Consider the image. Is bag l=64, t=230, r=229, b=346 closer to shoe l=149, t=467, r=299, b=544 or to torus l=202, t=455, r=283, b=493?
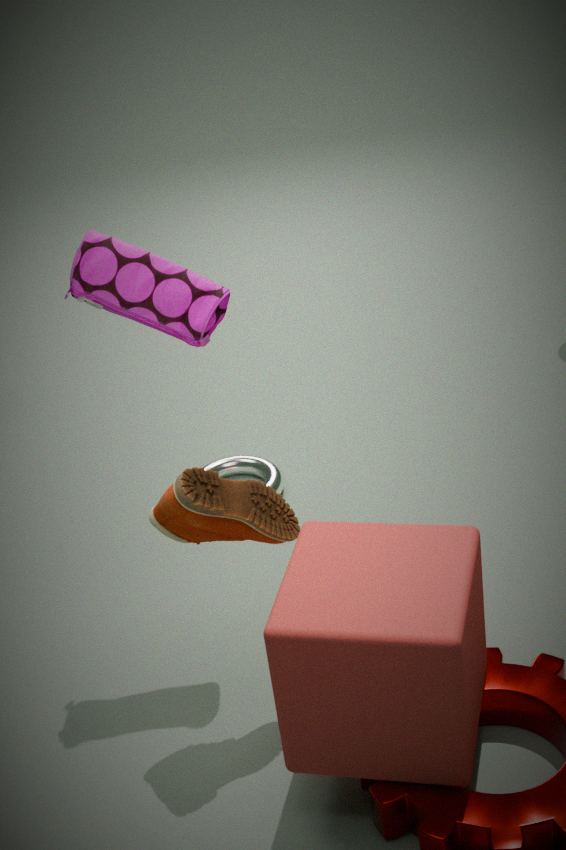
shoe l=149, t=467, r=299, b=544
